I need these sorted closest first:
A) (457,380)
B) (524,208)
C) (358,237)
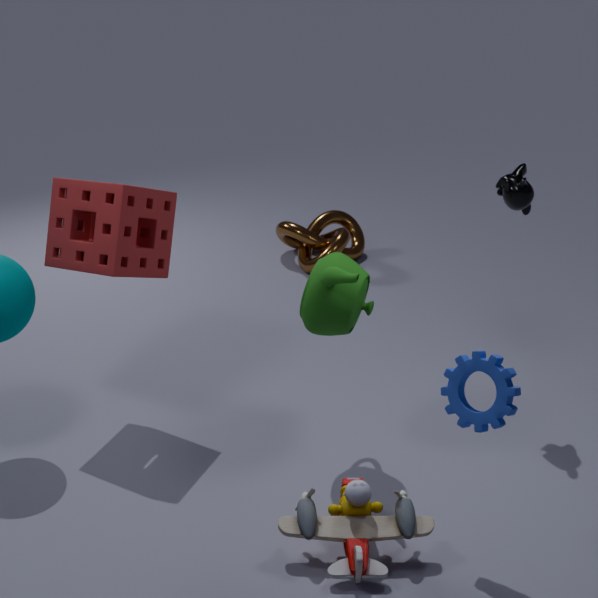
(457,380)
(524,208)
(358,237)
